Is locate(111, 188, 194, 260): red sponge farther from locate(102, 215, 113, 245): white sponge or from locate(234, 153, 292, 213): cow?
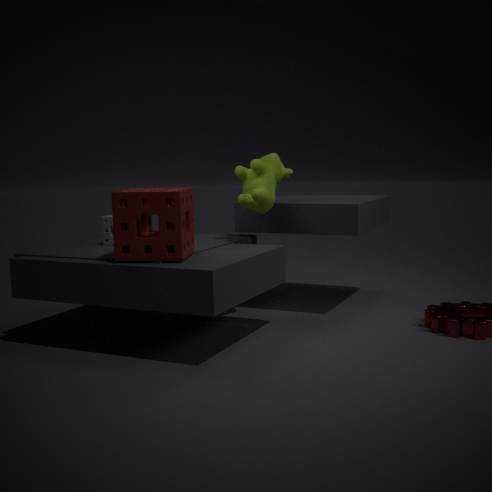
locate(234, 153, 292, 213): cow
